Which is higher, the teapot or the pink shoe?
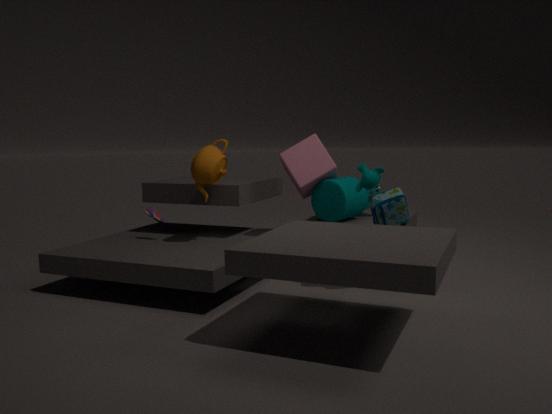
the teapot
